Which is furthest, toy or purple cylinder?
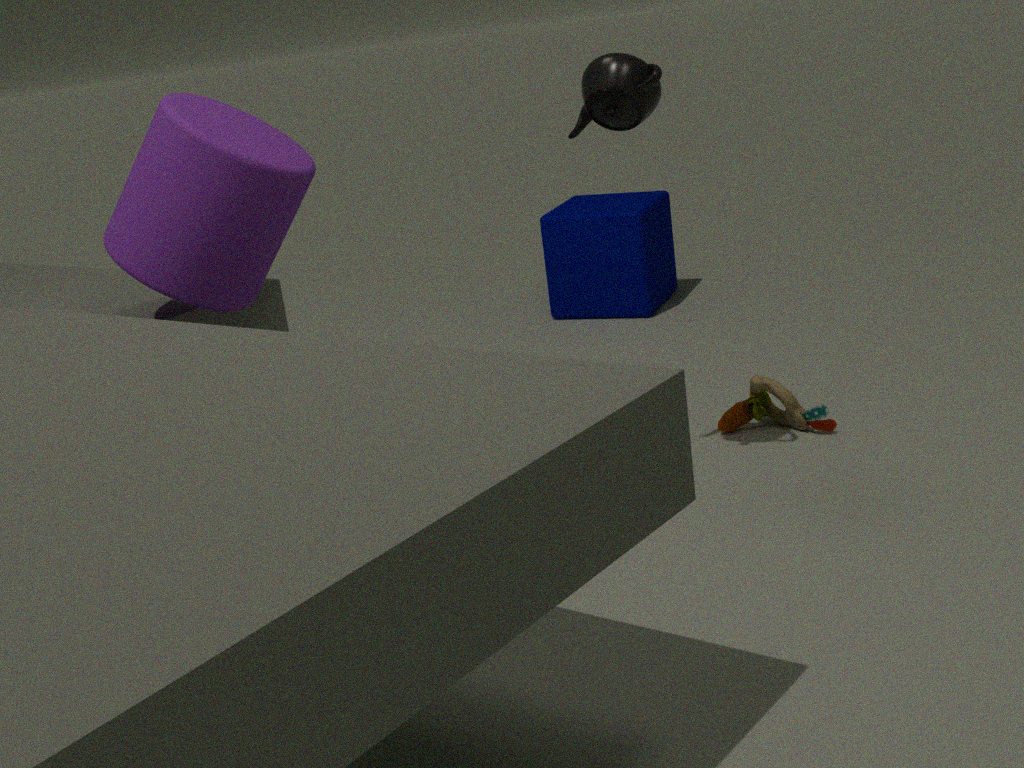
toy
